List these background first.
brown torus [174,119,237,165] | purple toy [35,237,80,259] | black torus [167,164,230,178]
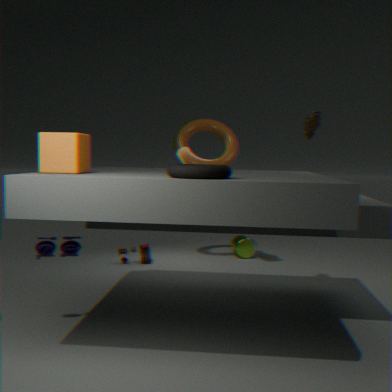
brown torus [174,119,237,165] → purple toy [35,237,80,259] → black torus [167,164,230,178]
